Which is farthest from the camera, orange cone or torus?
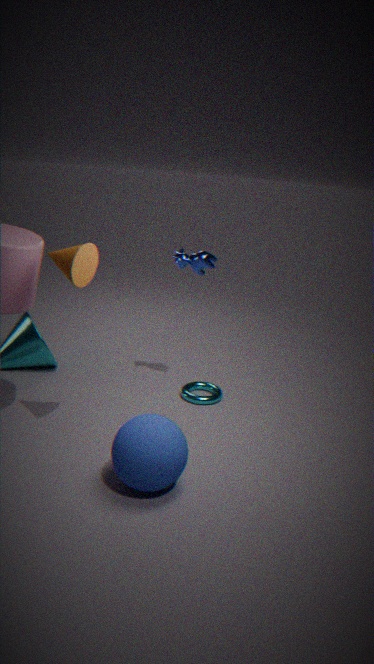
torus
